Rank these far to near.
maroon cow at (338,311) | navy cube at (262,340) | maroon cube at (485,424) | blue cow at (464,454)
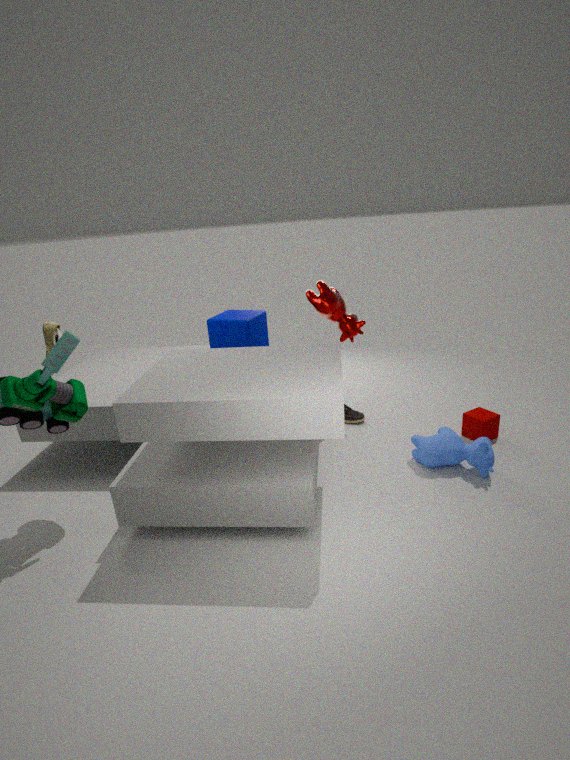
1. navy cube at (262,340)
2. maroon cow at (338,311)
3. maroon cube at (485,424)
4. blue cow at (464,454)
